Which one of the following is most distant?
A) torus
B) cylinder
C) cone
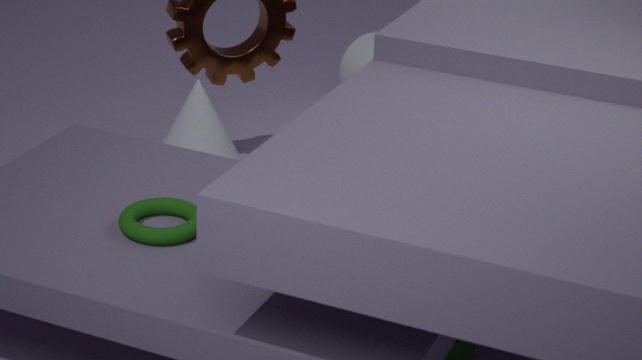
cylinder
